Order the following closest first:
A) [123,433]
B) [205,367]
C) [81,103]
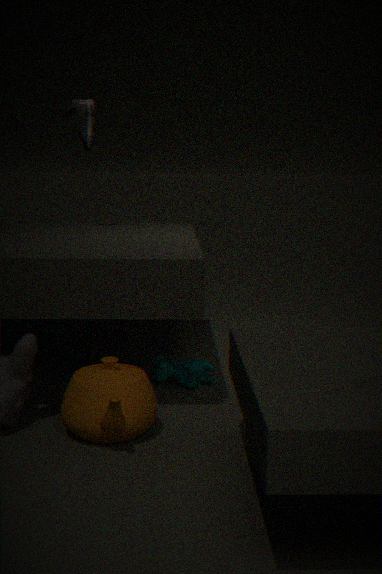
A. [123,433], B. [205,367], C. [81,103]
